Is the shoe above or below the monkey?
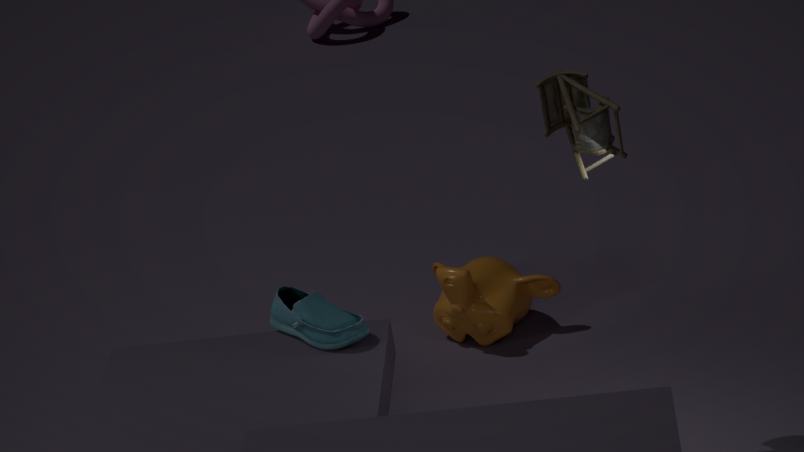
above
